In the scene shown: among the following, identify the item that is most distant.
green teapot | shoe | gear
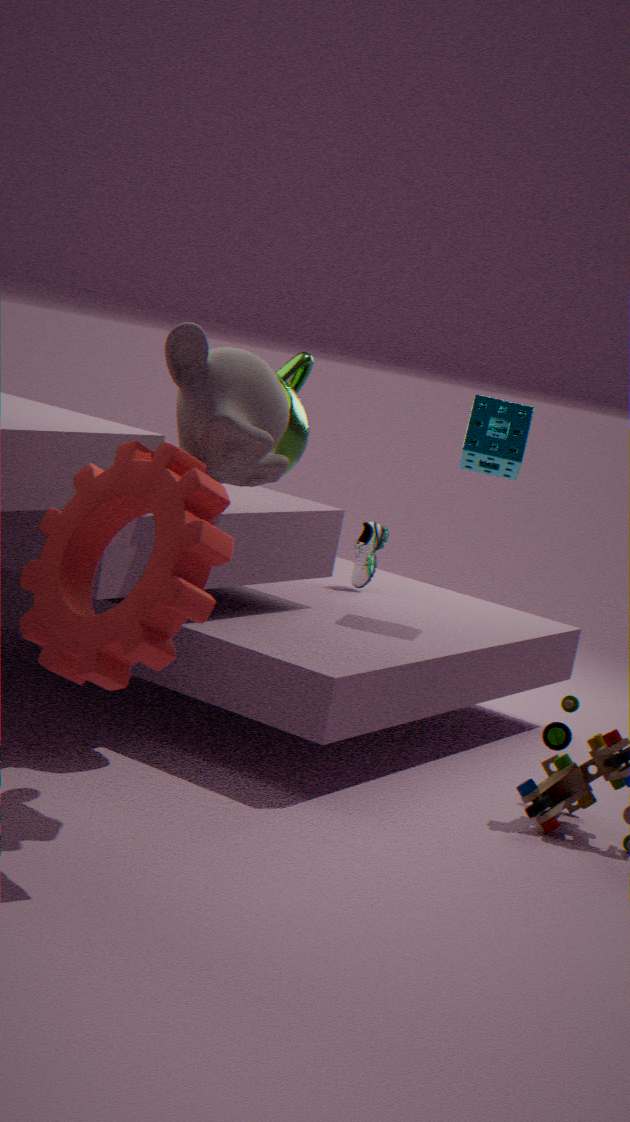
shoe
